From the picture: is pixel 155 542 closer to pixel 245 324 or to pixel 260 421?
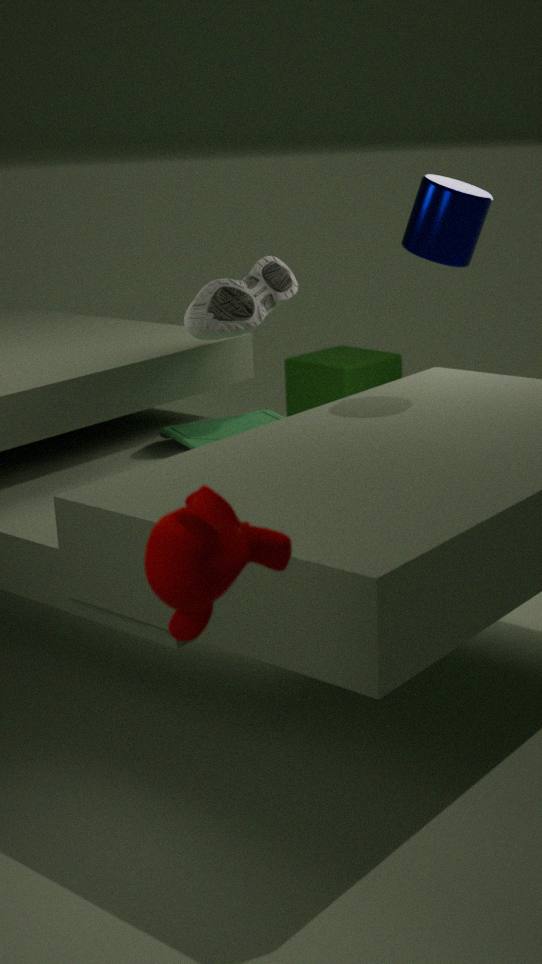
pixel 260 421
